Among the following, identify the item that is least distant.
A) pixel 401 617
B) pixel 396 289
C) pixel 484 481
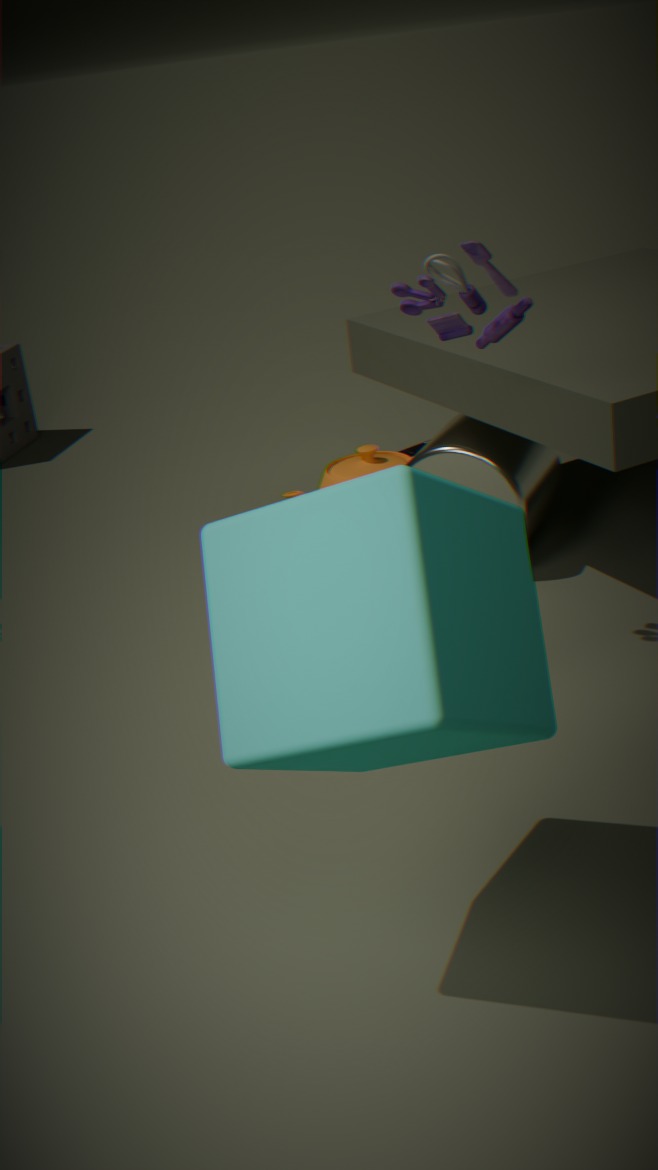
pixel 401 617
